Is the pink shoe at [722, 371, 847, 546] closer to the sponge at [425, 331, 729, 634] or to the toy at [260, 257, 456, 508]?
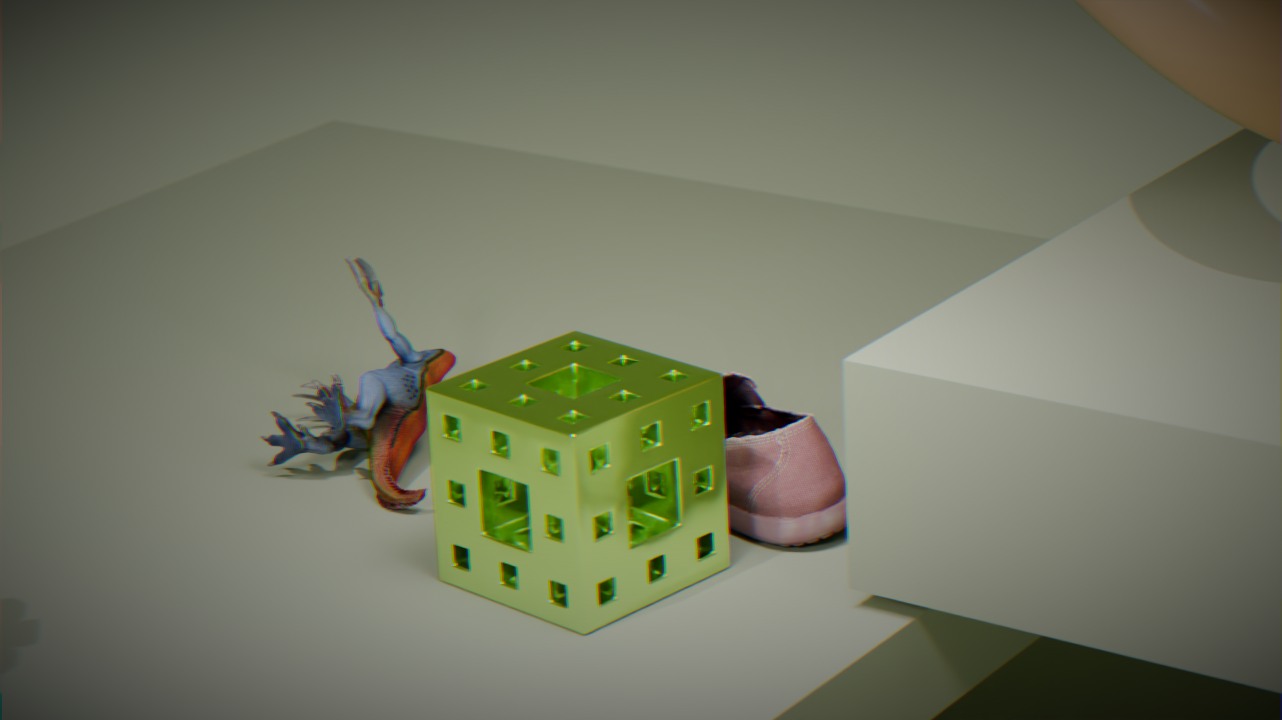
the sponge at [425, 331, 729, 634]
